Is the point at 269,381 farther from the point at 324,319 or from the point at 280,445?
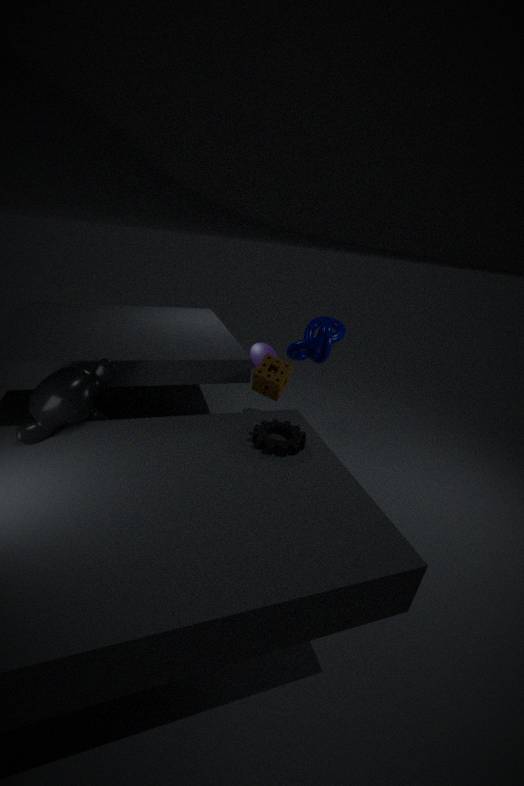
the point at 324,319
